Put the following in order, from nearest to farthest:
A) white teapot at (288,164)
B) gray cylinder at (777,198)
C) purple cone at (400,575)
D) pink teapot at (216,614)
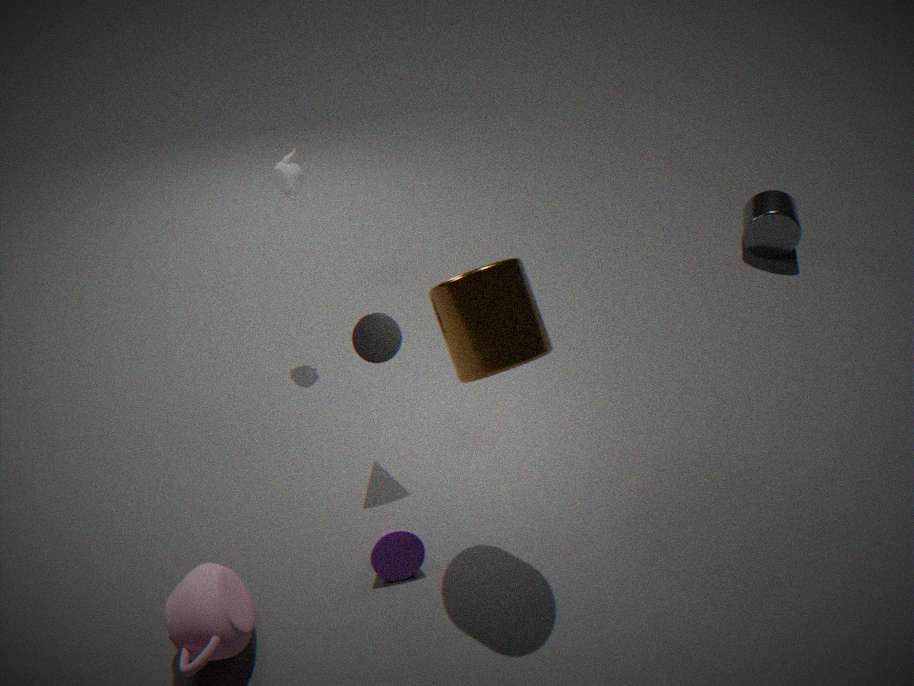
pink teapot at (216,614)
purple cone at (400,575)
white teapot at (288,164)
gray cylinder at (777,198)
